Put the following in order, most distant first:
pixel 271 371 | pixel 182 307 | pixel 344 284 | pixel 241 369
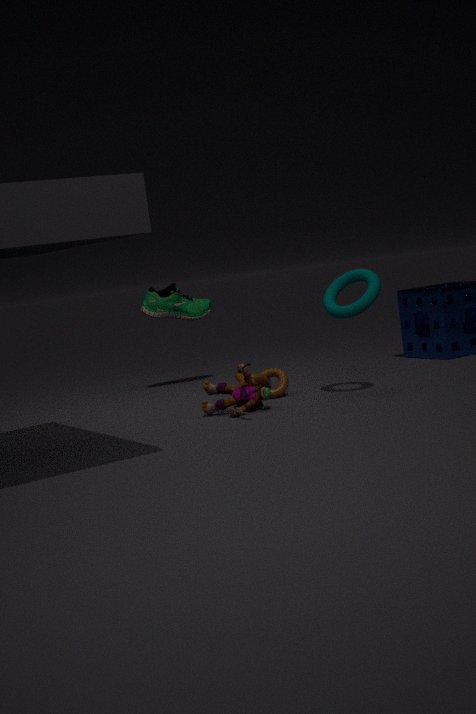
pixel 182 307 < pixel 271 371 < pixel 344 284 < pixel 241 369
